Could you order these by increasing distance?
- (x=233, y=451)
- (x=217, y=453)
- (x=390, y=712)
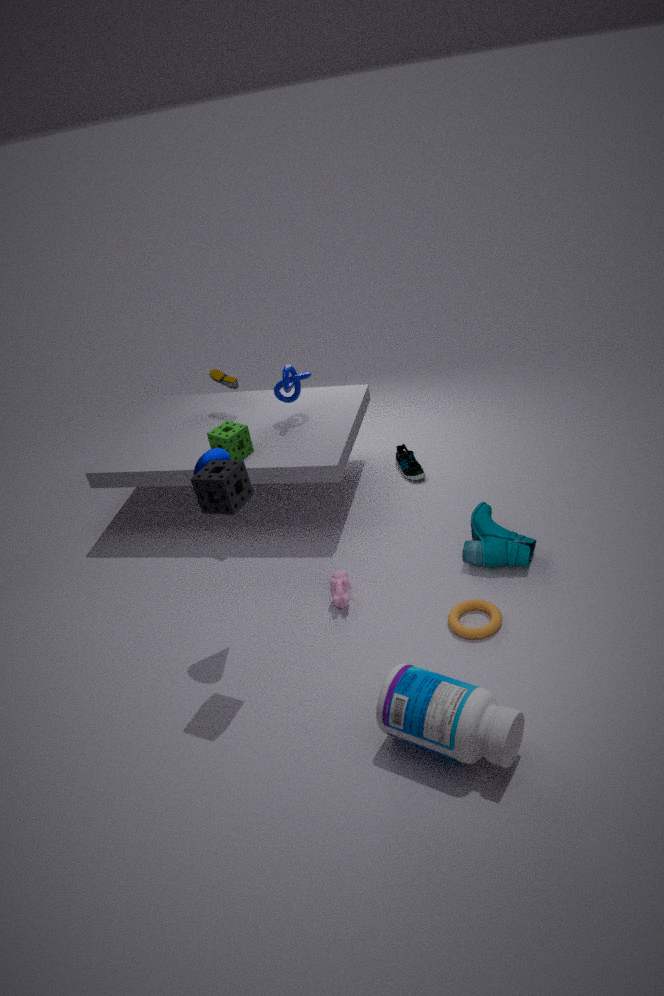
1. (x=390, y=712)
2. (x=217, y=453)
3. (x=233, y=451)
